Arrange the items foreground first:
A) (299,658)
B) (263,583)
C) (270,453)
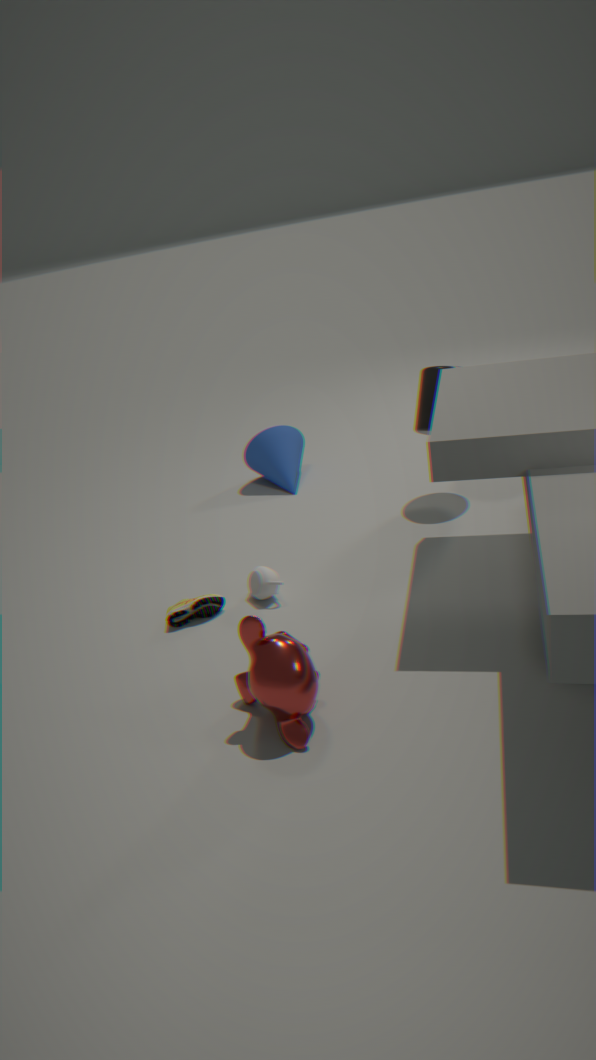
(299,658) → (263,583) → (270,453)
